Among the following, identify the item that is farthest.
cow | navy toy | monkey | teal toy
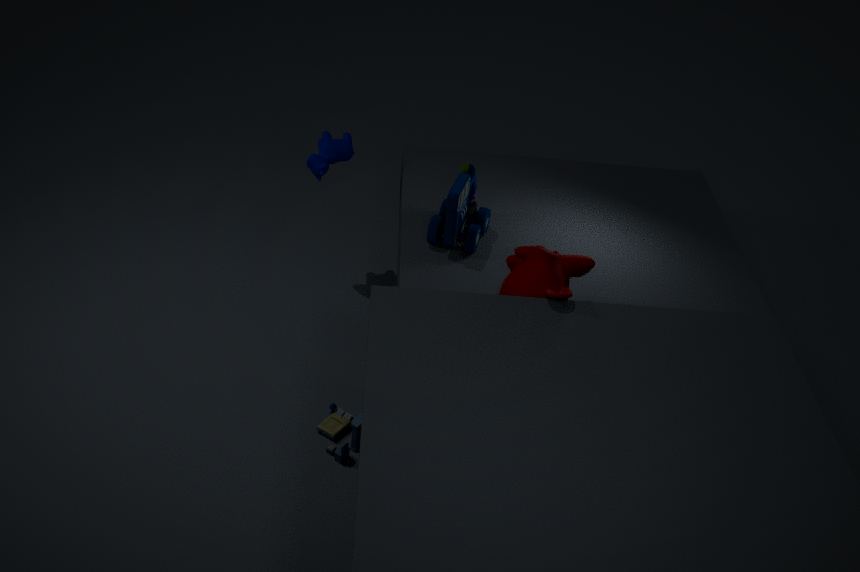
cow
